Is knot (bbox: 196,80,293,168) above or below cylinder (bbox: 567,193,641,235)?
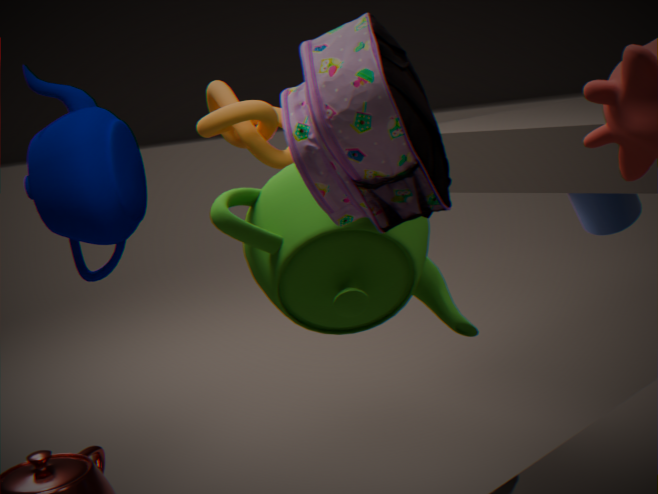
above
